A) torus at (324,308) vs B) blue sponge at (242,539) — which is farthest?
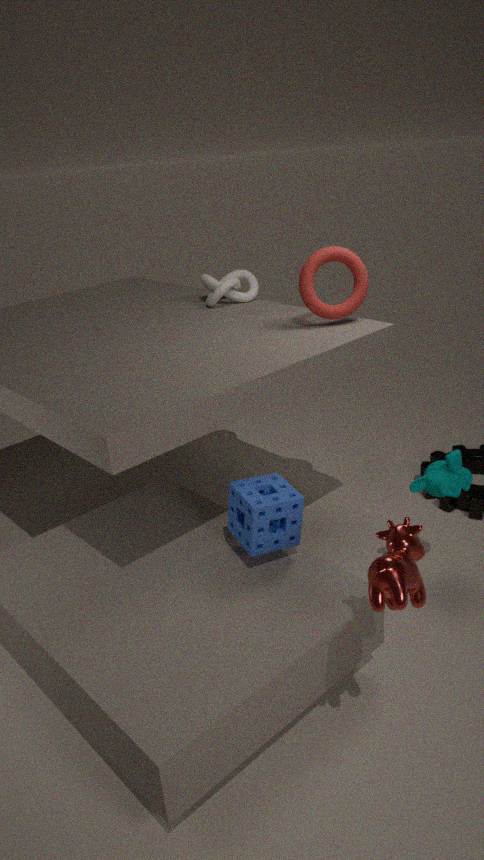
A. torus at (324,308)
